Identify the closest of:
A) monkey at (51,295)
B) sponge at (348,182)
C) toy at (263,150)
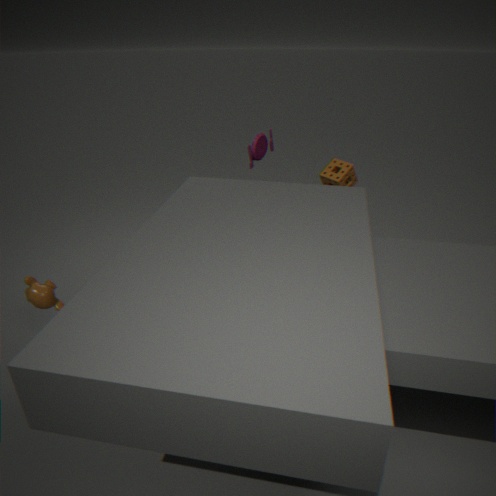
monkey at (51,295)
